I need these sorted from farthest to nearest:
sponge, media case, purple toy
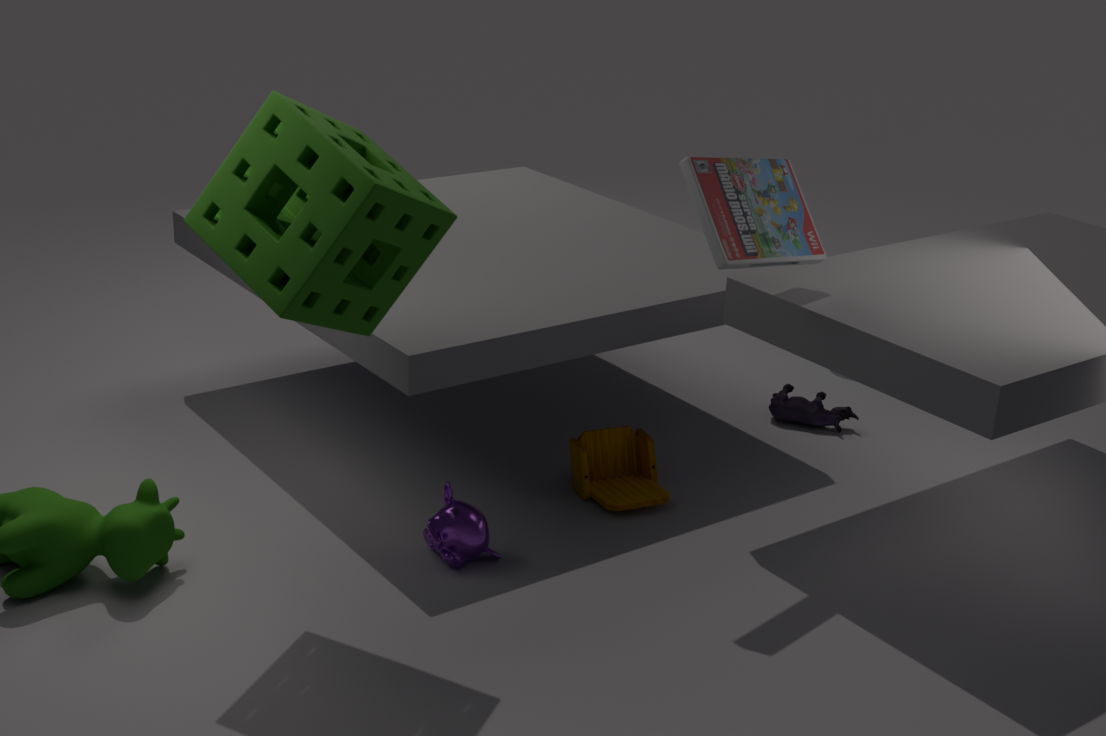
purple toy < media case < sponge
